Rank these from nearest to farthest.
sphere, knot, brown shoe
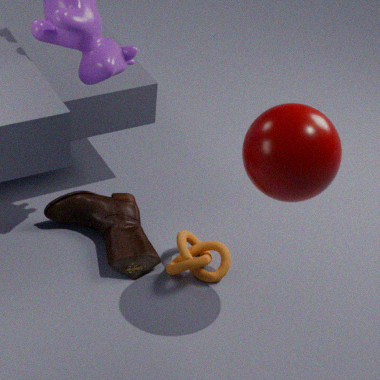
1. sphere
2. knot
3. brown shoe
